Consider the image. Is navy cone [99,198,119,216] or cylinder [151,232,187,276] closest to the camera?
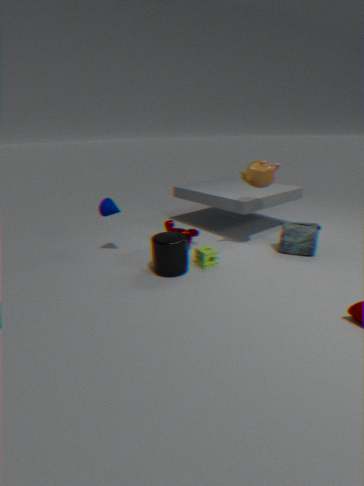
cylinder [151,232,187,276]
